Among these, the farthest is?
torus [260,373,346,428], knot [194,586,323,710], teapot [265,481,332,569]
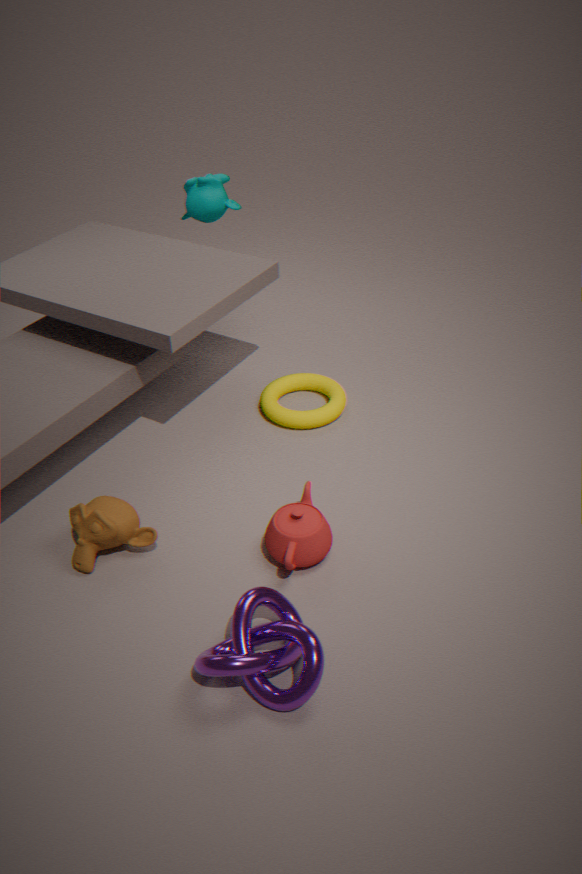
torus [260,373,346,428]
